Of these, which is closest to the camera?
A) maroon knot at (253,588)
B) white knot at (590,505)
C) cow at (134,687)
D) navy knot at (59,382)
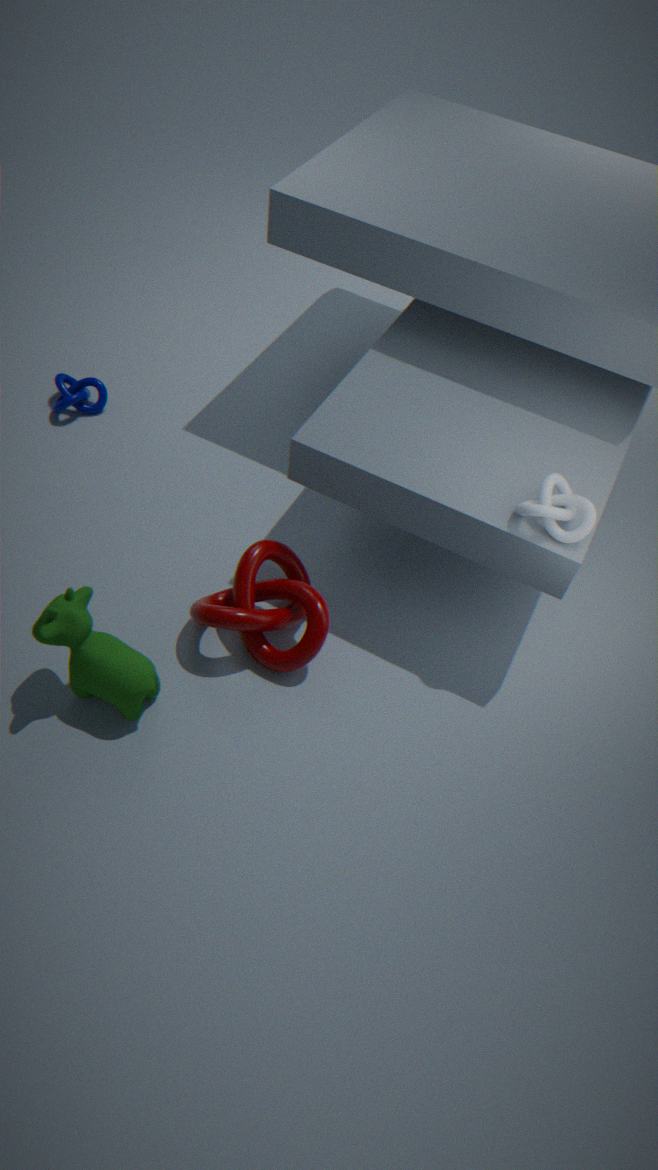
cow at (134,687)
